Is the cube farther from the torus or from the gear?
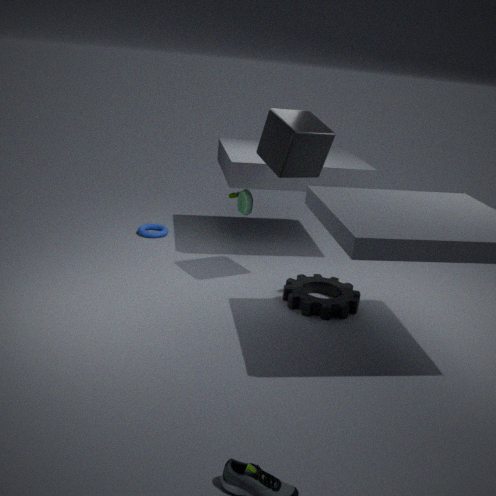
the torus
